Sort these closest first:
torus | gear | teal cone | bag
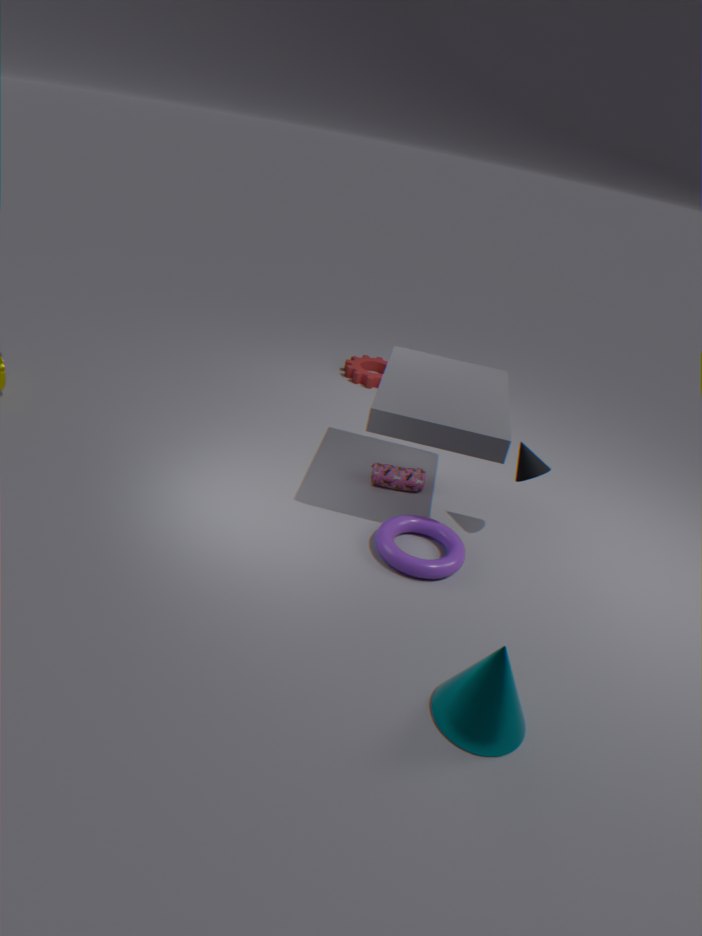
teal cone, torus, bag, gear
